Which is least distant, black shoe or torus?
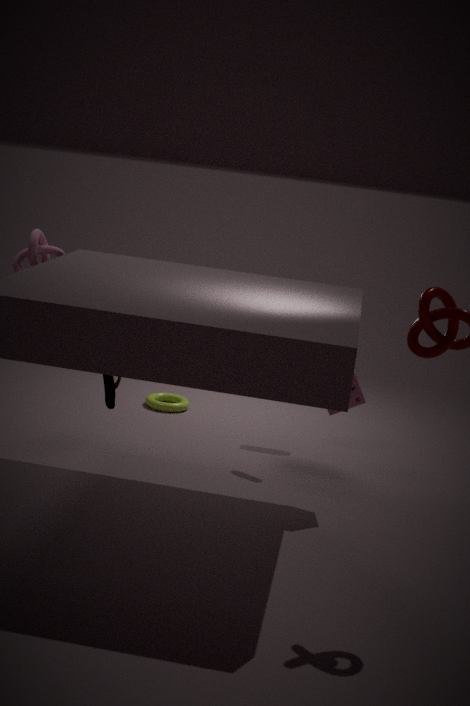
black shoe
